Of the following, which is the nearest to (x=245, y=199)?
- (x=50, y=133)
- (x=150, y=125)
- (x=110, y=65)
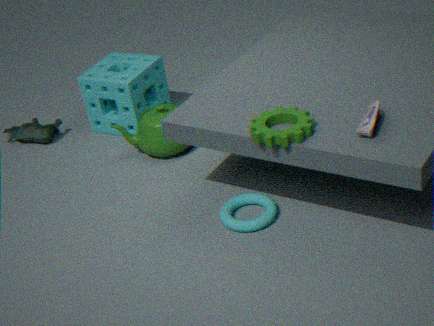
(x=150, y=125)
